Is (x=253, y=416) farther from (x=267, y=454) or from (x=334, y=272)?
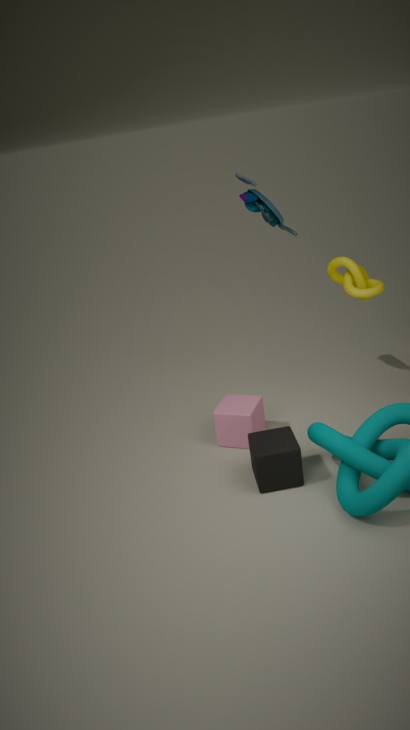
(x=334, y=272)
